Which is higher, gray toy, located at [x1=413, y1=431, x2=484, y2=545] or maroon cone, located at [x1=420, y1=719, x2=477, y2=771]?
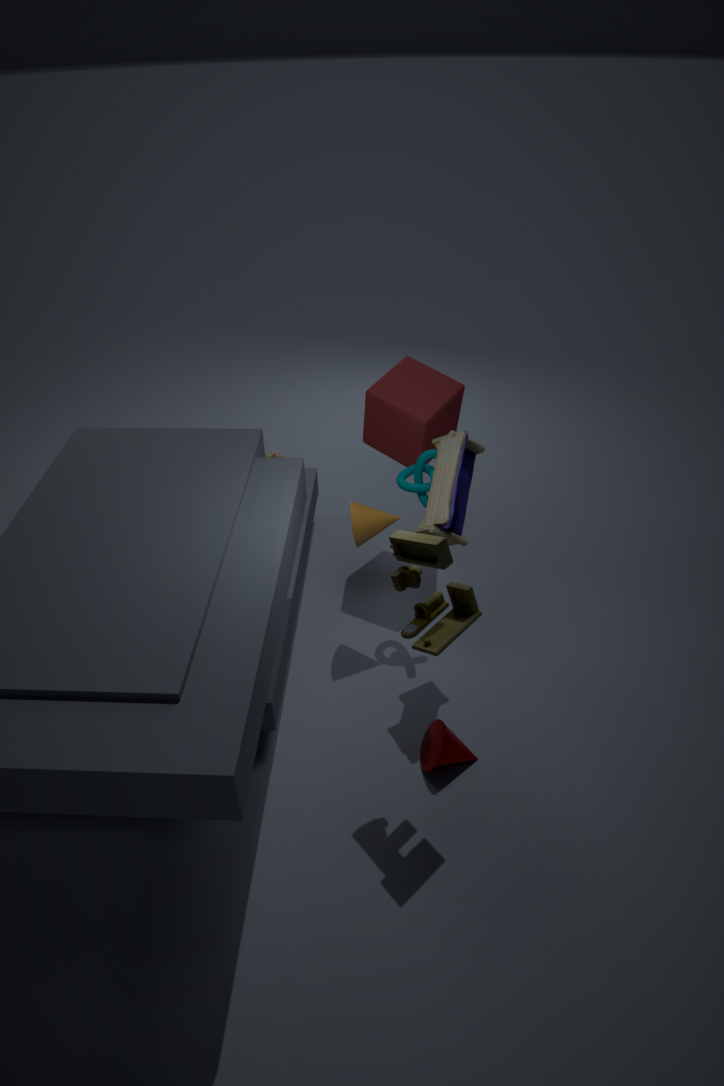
gray toy, located at [x1=413, y1=431, x2=484, y2=545]
